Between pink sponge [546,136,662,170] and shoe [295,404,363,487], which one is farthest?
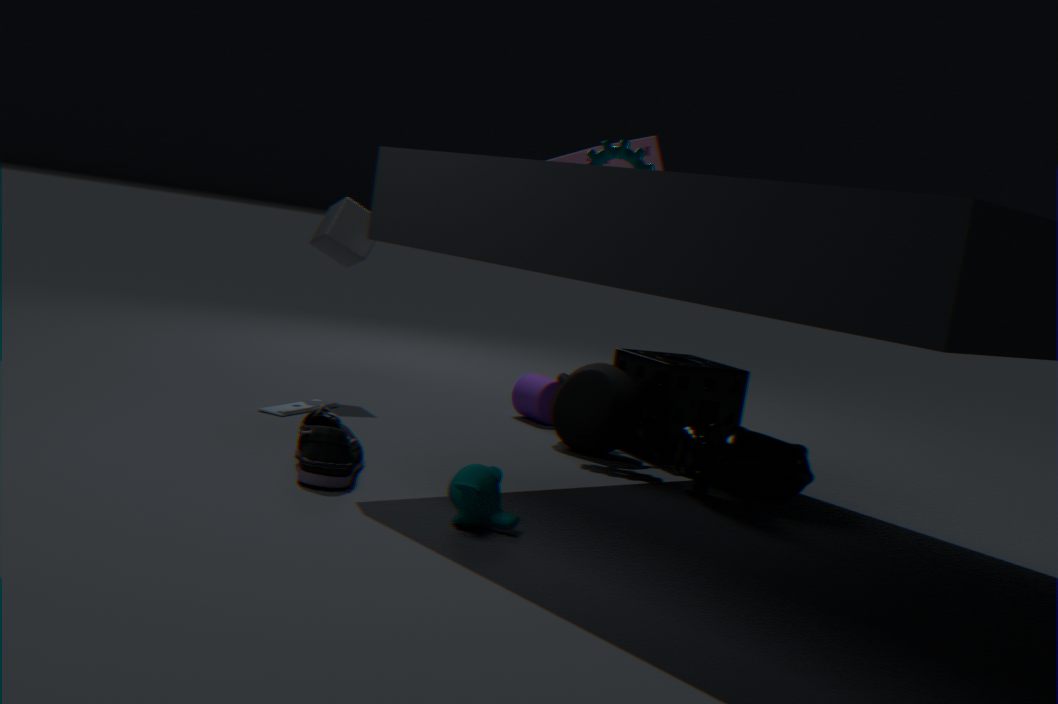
pink sponge [546,136,662,170]
